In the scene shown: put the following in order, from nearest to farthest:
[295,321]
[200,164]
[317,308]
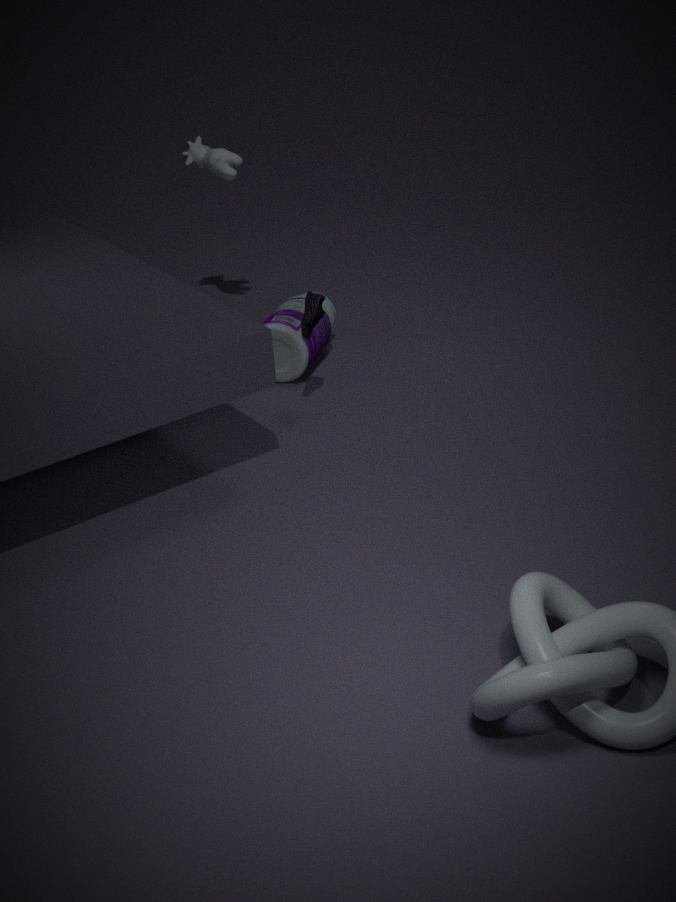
[317,308], [295,321], [200,164]
